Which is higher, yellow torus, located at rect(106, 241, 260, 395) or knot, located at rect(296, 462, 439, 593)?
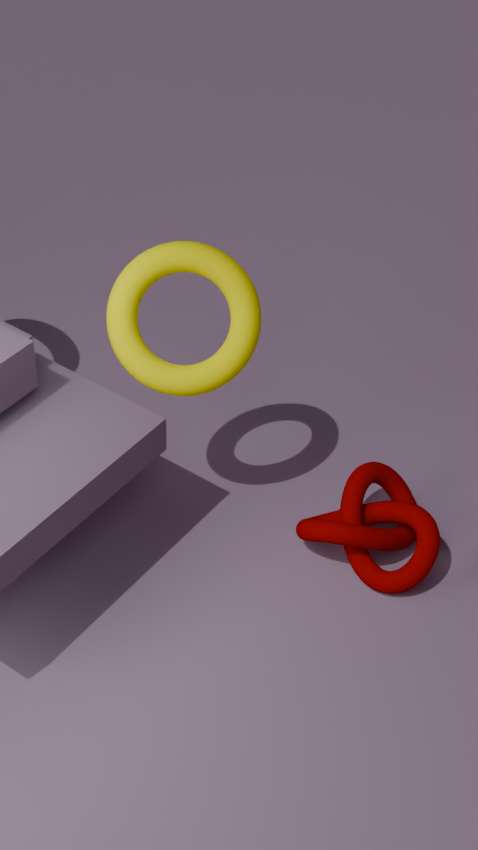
yellow torus, located at rect(106, 241, 260, 395)
